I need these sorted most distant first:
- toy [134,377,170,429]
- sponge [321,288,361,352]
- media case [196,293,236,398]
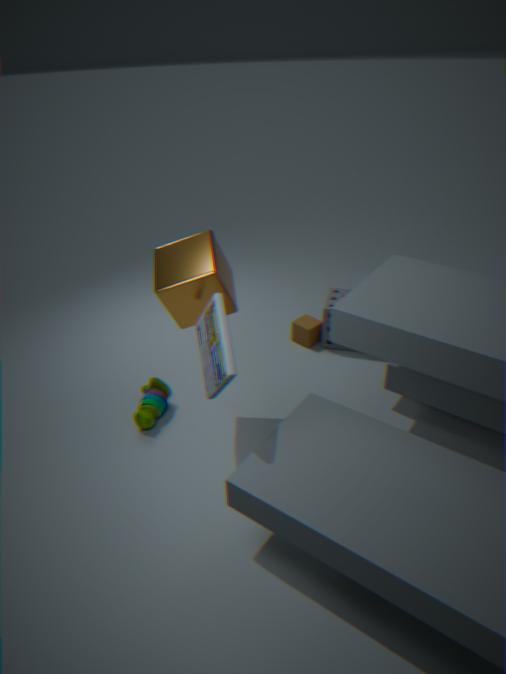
sponge [321,288,361,352], toy [134,377,170,429], media case [196,293,236,398]
